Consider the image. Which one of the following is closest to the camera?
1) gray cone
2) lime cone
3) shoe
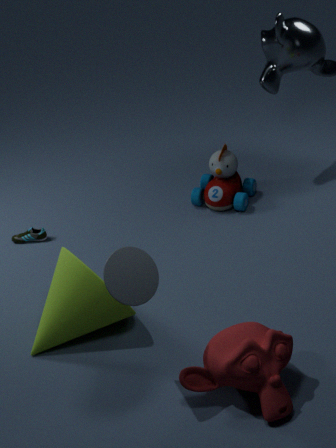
1. gray cone
